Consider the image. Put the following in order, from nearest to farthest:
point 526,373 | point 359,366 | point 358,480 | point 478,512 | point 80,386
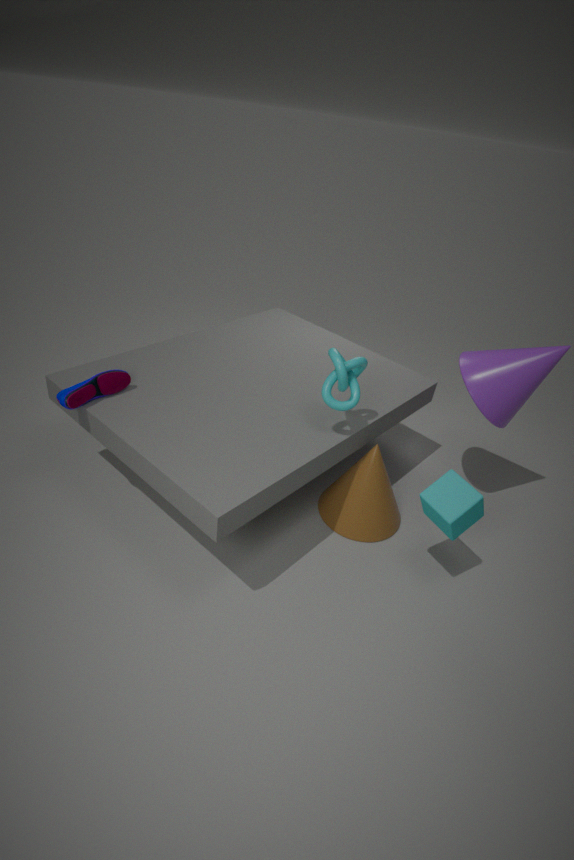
point 478,512 → point 359,366 → point 80,386 → point 526,373 → point 358,480
